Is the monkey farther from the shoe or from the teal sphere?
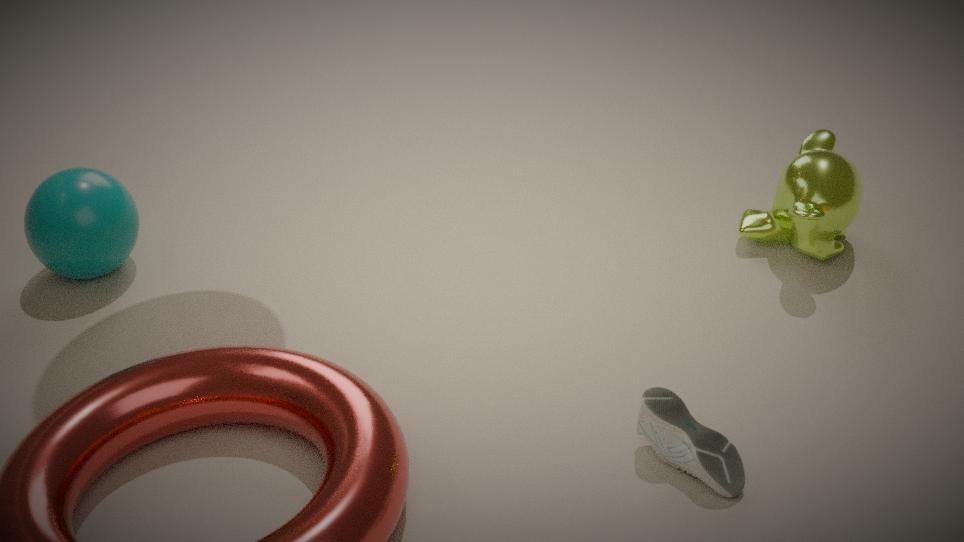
the teal sphere
